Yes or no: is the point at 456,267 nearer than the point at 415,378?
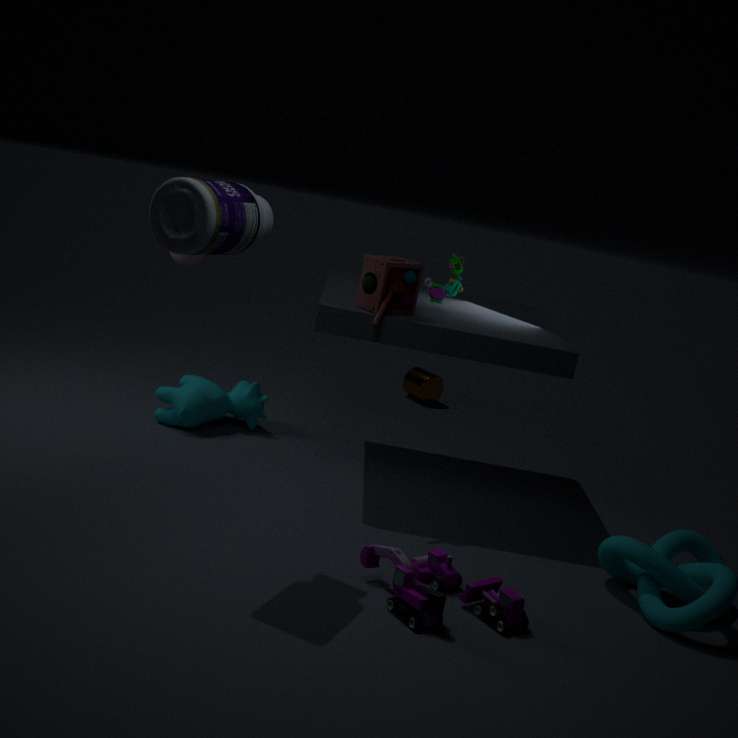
Yes
